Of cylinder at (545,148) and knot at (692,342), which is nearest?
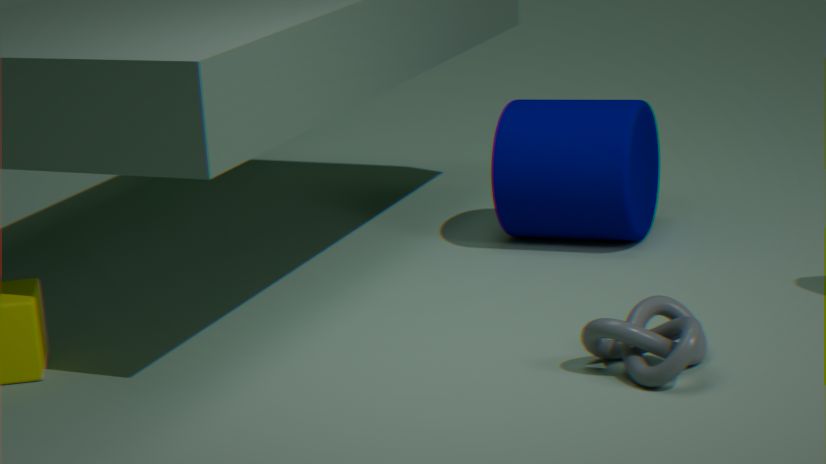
knot at (692,342)
